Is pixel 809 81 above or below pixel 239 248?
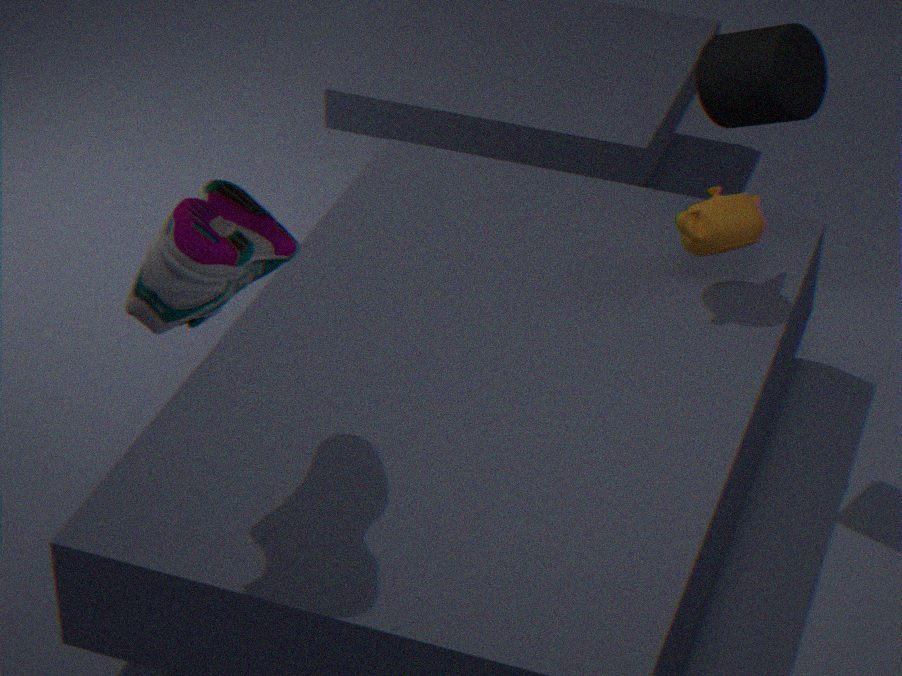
above
